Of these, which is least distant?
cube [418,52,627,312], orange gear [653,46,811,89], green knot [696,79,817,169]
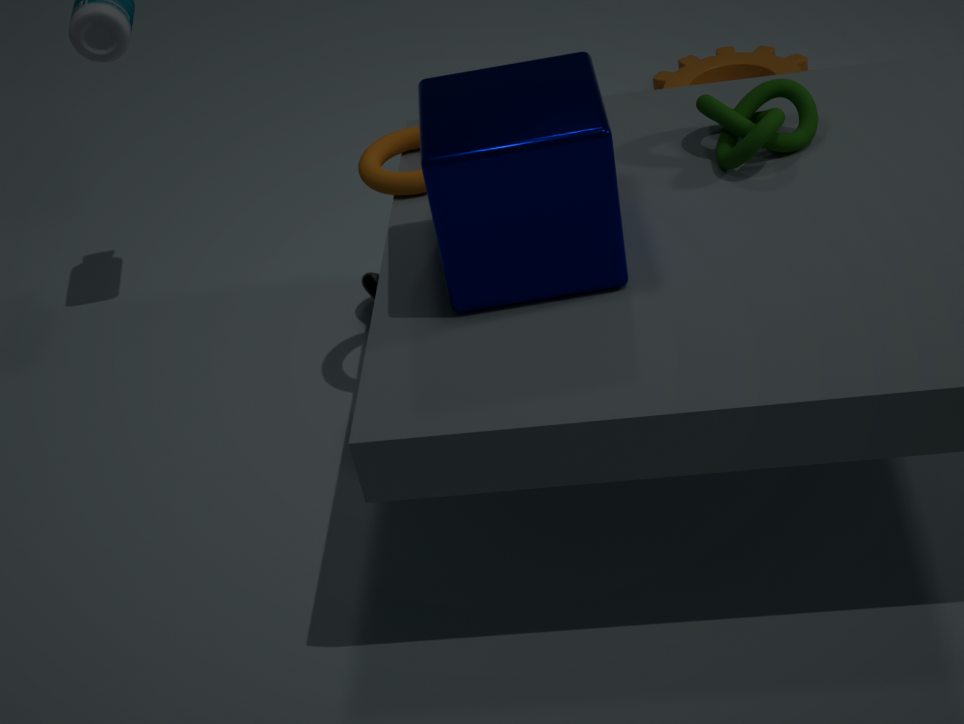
cube [418,52,627,312]
